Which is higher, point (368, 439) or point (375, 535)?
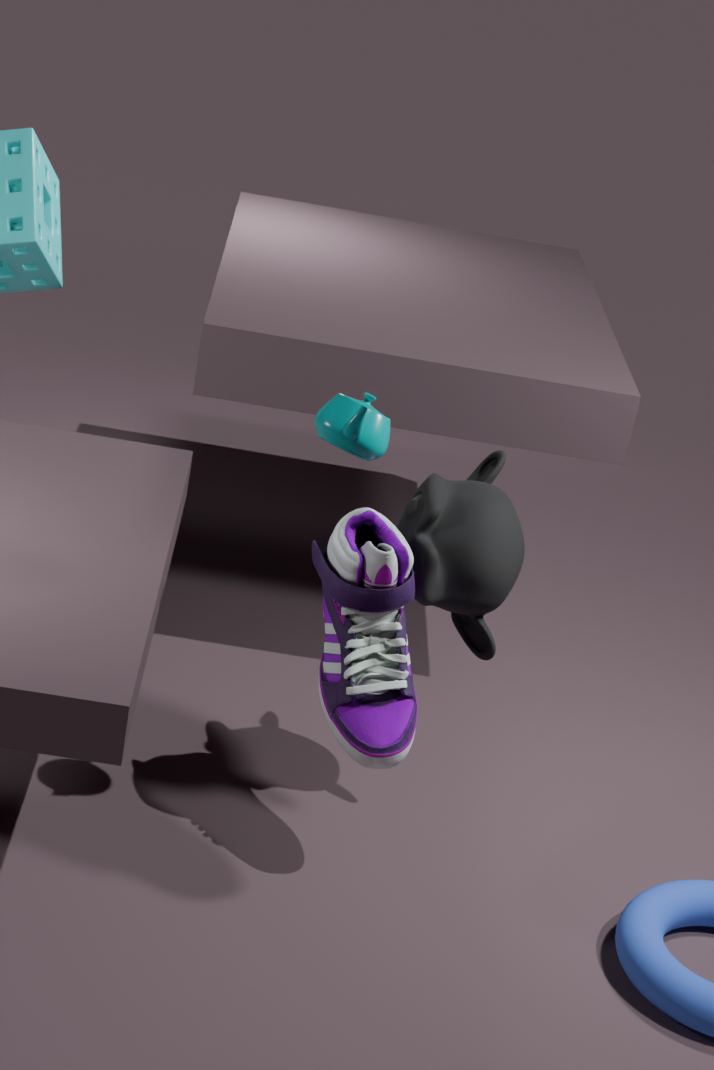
point (368, 439)
